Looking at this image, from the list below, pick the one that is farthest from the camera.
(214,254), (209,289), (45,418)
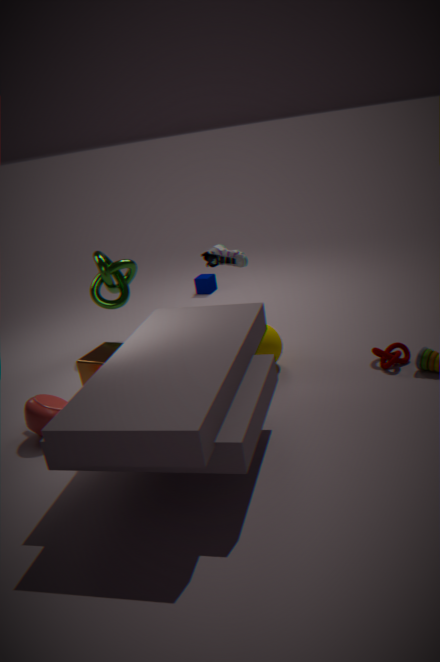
(209,289)
